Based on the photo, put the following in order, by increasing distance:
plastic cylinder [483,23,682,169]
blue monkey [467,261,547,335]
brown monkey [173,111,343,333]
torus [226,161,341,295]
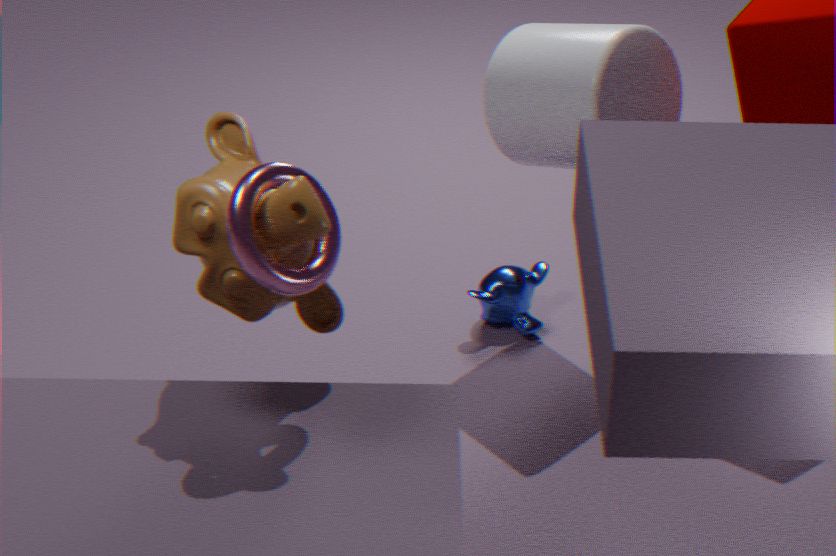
torus [226,161,341,295]
brown monkey [173,111,343,333]
plastic cylinder [483,23,682,169]
blue monkey [467,261,547,335]
